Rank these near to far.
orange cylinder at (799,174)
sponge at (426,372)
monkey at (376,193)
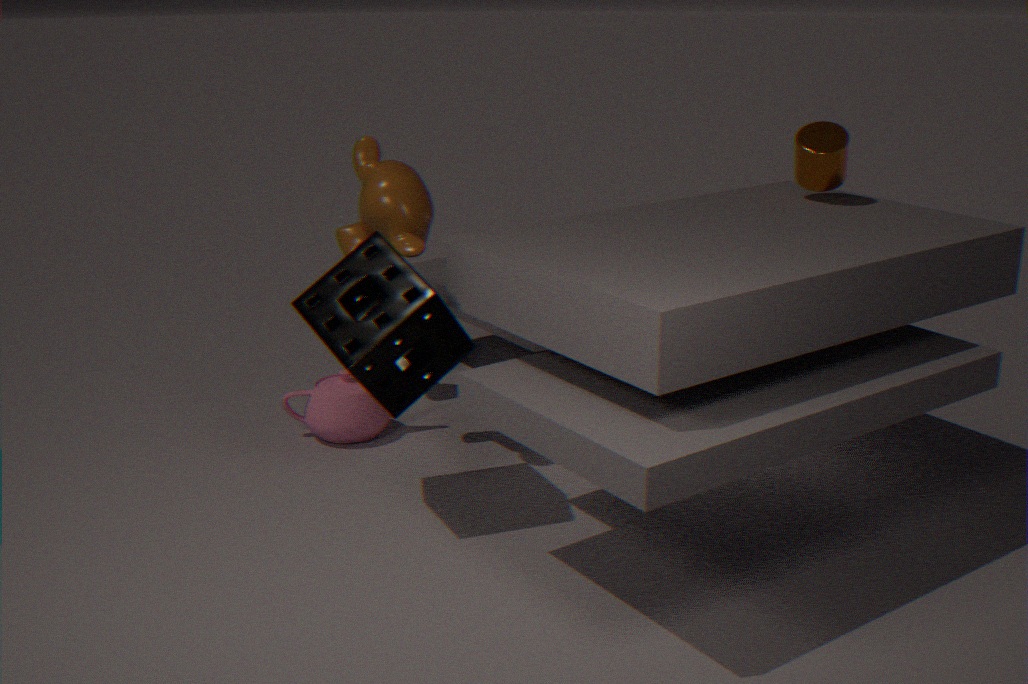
sponge at (426,372)
monkey at (376,193)
orange cylinder at (799,174)
